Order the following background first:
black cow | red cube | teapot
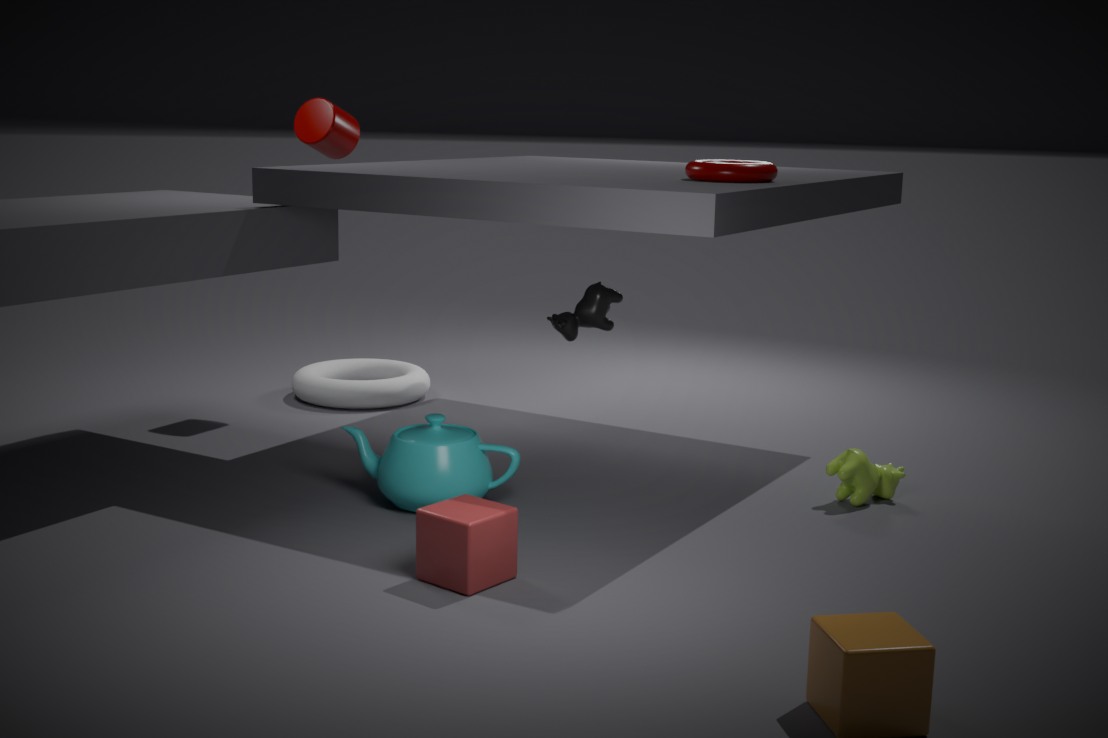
black cow, teapot, red cube
